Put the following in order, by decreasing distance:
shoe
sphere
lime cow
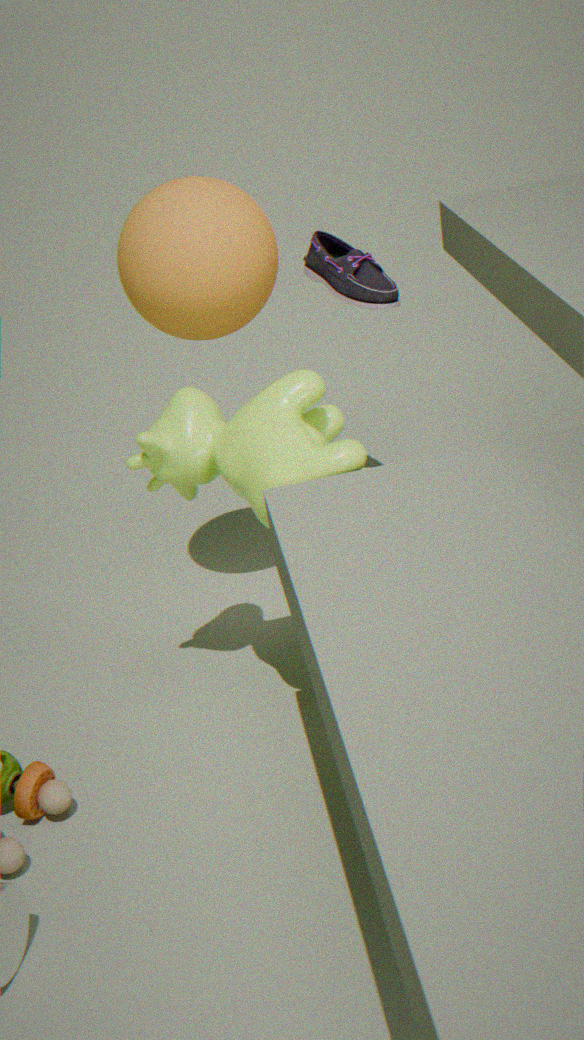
shoe → sphere → lime cow
